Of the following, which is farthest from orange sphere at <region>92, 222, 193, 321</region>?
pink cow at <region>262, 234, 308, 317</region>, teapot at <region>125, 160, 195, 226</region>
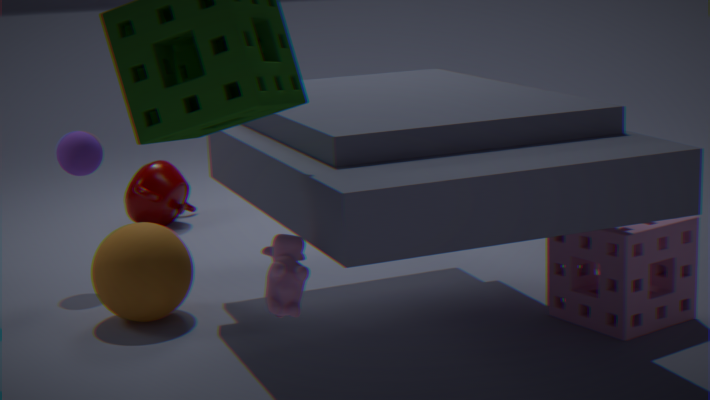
teapot at <region>125, 160, 195, 226</region>
